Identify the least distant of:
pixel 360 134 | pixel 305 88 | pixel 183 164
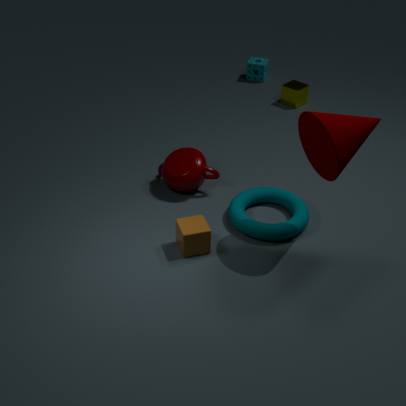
pixel 360 134
